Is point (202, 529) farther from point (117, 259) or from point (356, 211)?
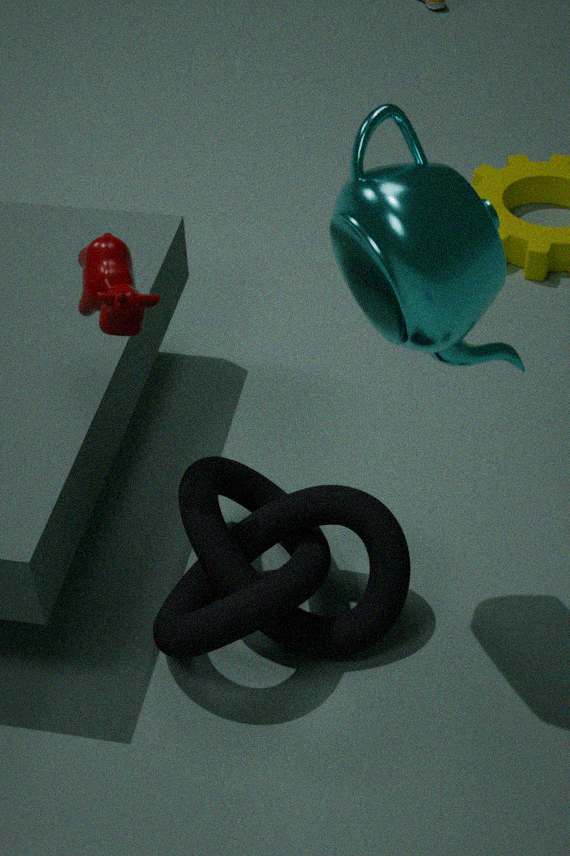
point (356, 211)
